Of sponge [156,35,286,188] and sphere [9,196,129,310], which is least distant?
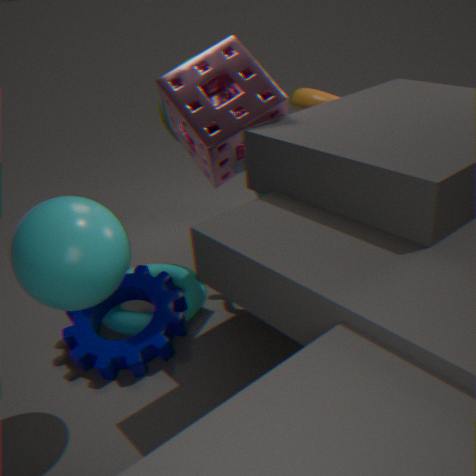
sphere [9,196,129,310]
